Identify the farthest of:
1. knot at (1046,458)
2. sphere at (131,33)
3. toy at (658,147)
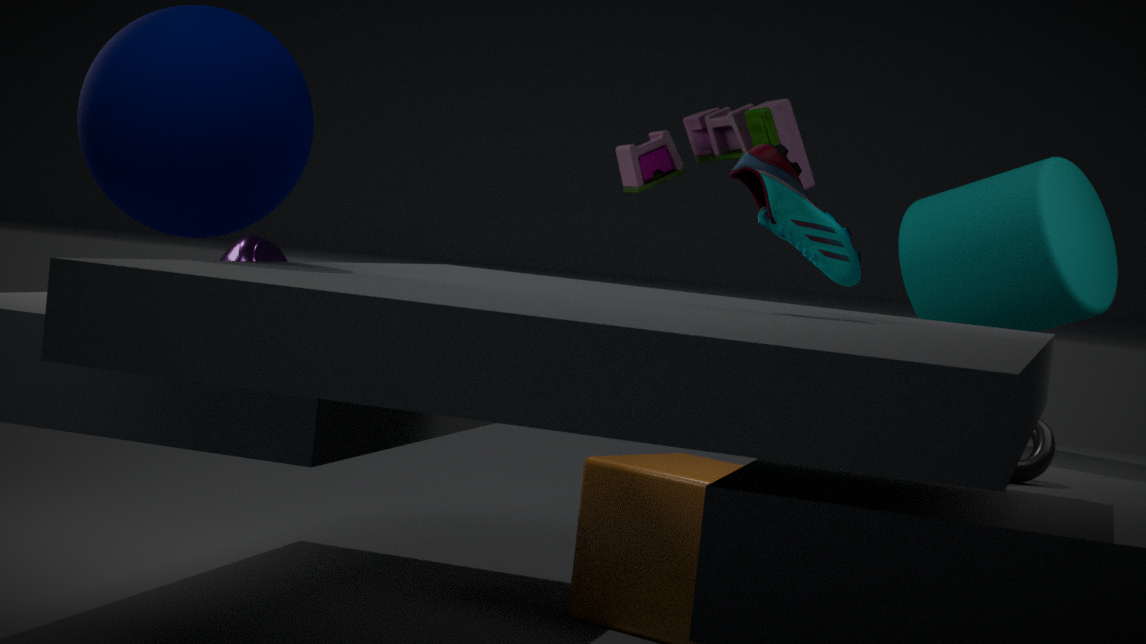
toy at (658,147)
